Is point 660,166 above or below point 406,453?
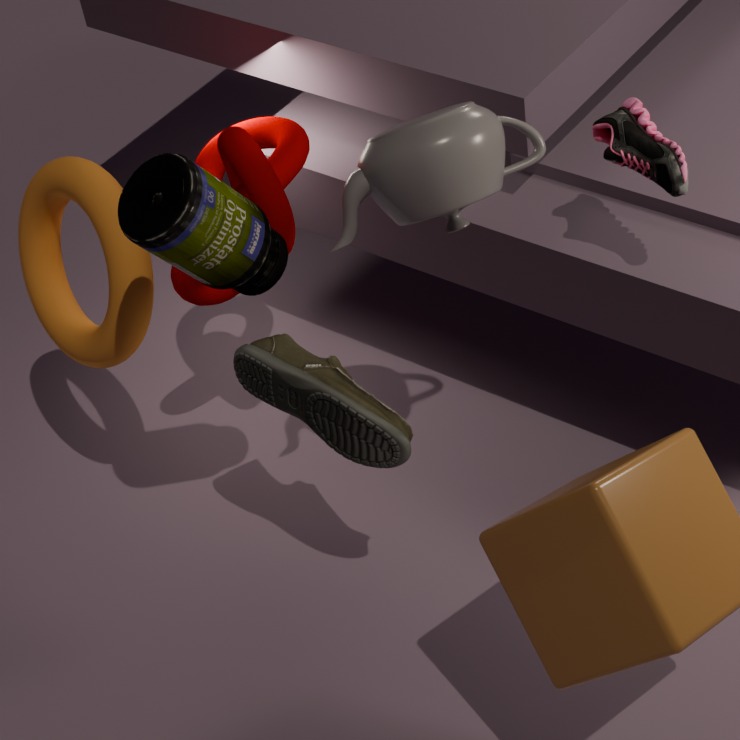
above
